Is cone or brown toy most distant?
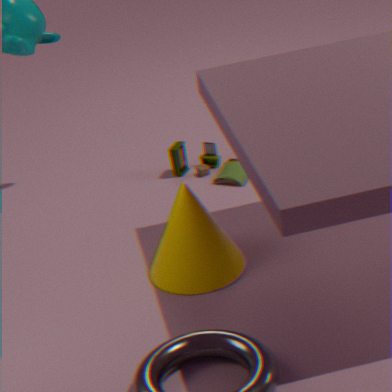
brown toy
